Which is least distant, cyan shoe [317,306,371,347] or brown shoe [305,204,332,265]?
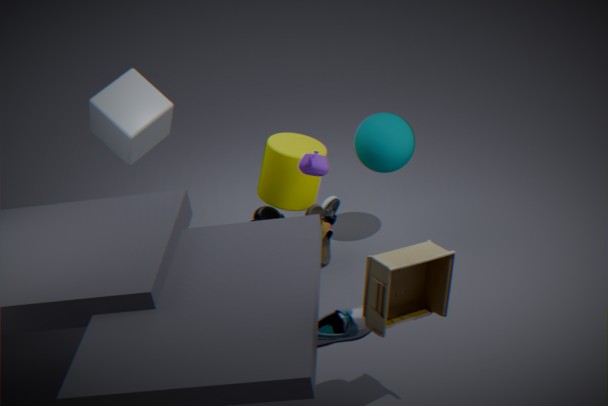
cyan shoe [317,306,371,347]
